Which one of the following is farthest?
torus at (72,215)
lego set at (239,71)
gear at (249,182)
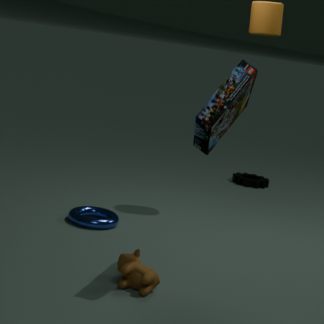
gear at (249,182)
